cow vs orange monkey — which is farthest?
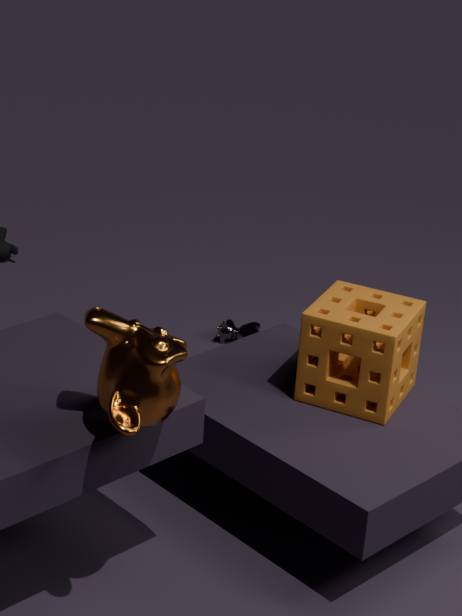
cow
